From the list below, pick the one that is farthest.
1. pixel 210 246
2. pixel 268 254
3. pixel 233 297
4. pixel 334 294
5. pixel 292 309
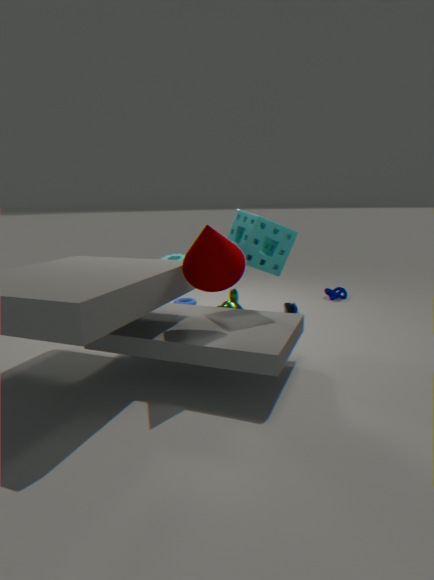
pixel 334 294
